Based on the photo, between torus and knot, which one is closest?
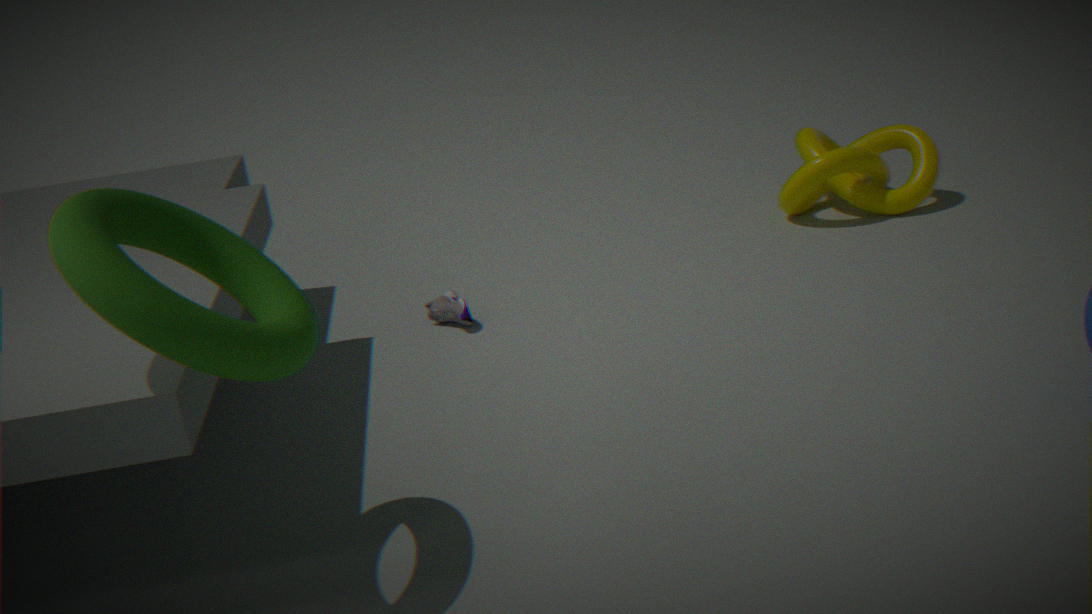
torus
